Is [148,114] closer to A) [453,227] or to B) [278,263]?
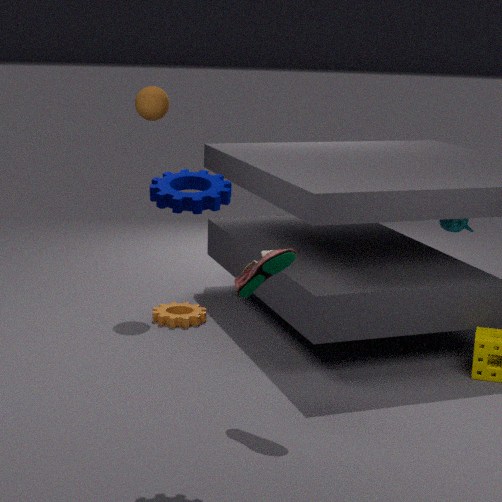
B) [278,263]
